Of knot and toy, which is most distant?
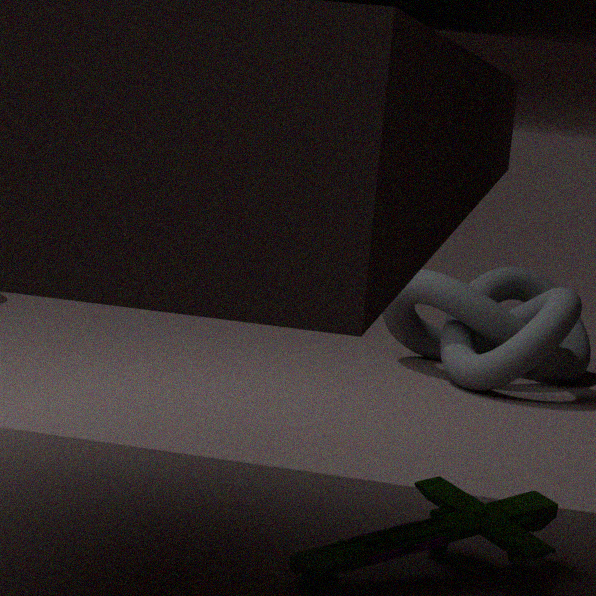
knot
